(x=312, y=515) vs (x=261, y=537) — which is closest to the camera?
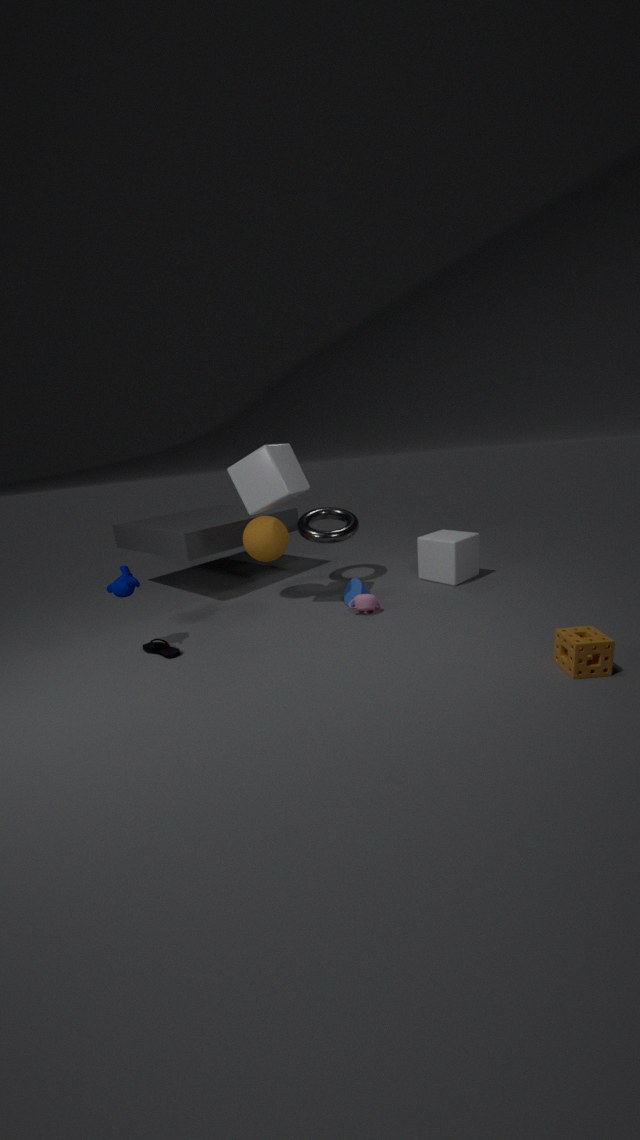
(x=261, y=537)
